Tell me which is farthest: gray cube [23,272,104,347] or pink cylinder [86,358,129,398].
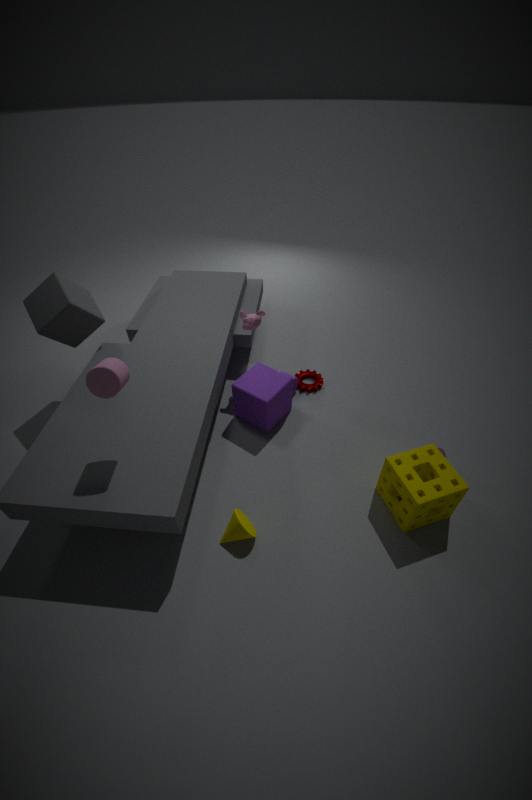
gray cube [23,272,104,347]
